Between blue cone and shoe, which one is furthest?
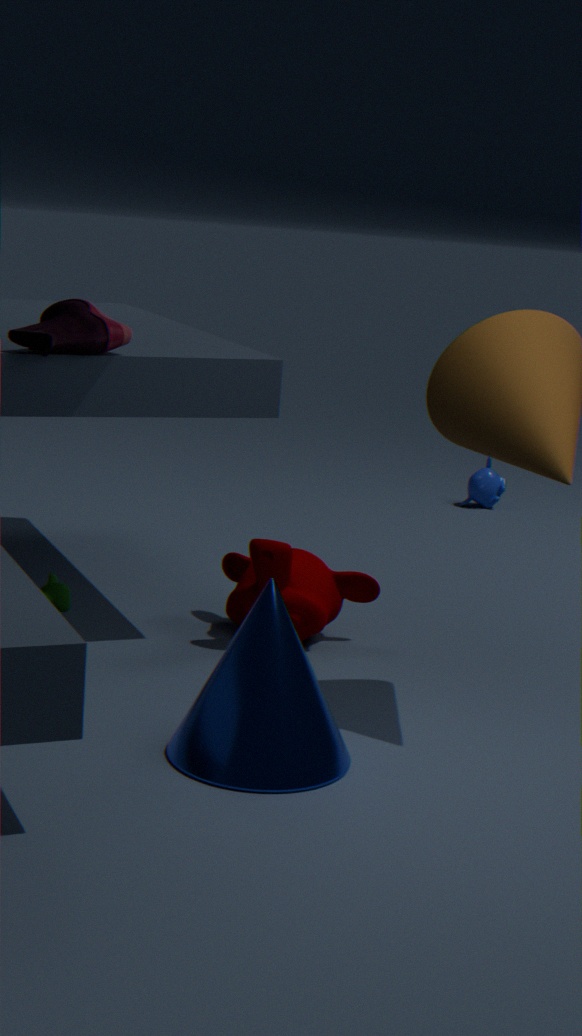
shoe
